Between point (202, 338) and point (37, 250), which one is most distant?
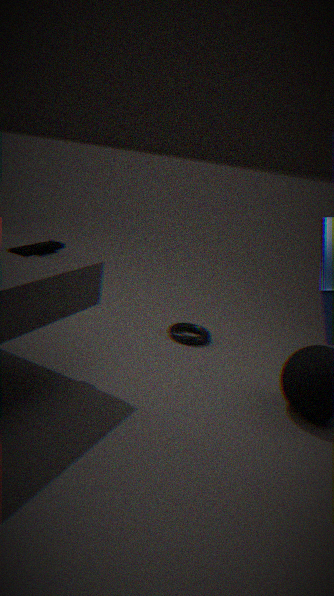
point (202, 338)
